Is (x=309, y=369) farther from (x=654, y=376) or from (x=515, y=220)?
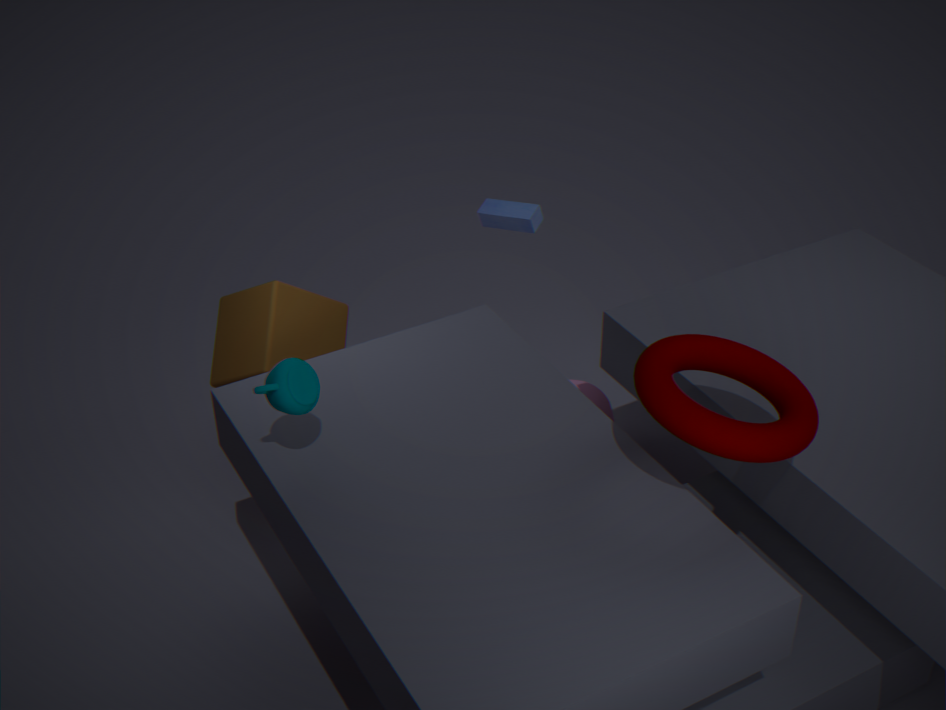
(x=515, y=220)
